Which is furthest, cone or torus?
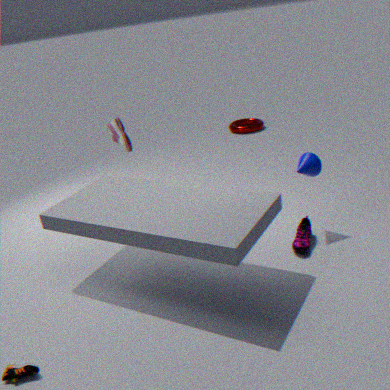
torus
